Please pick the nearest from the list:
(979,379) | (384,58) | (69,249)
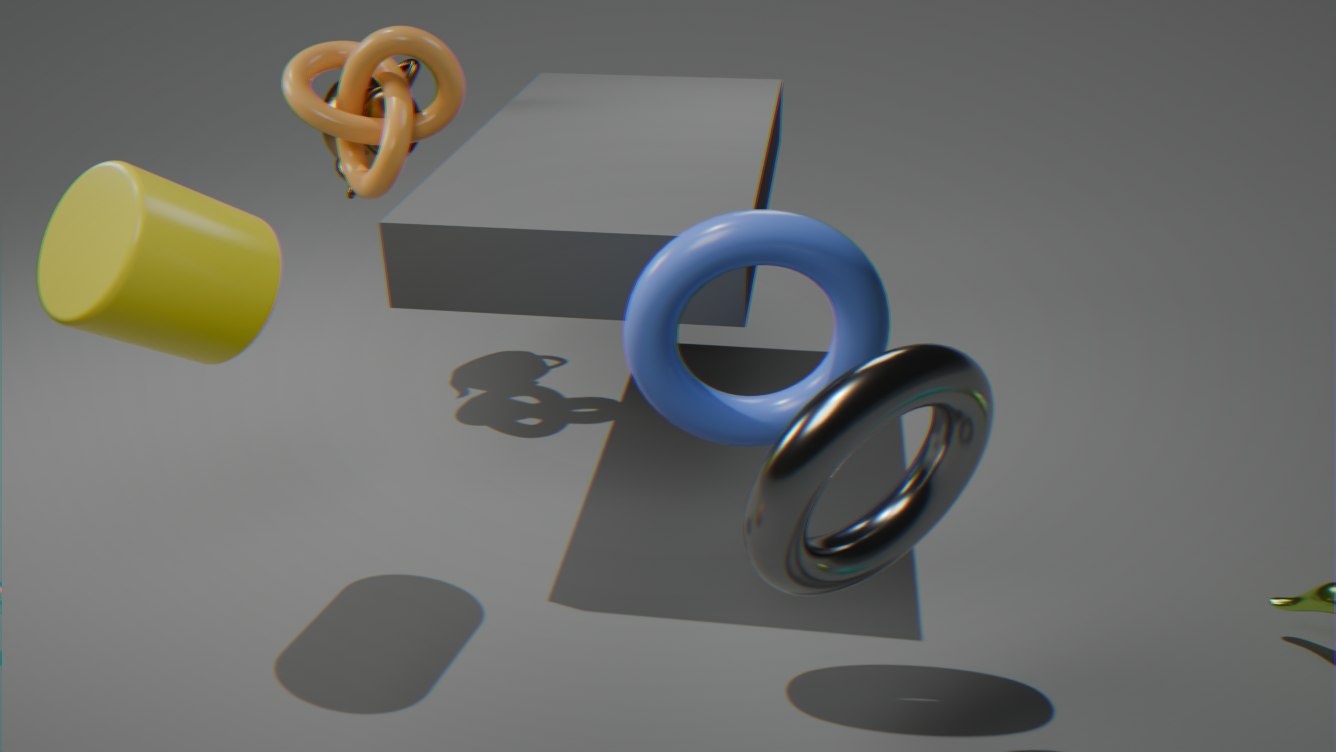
(979,379)
